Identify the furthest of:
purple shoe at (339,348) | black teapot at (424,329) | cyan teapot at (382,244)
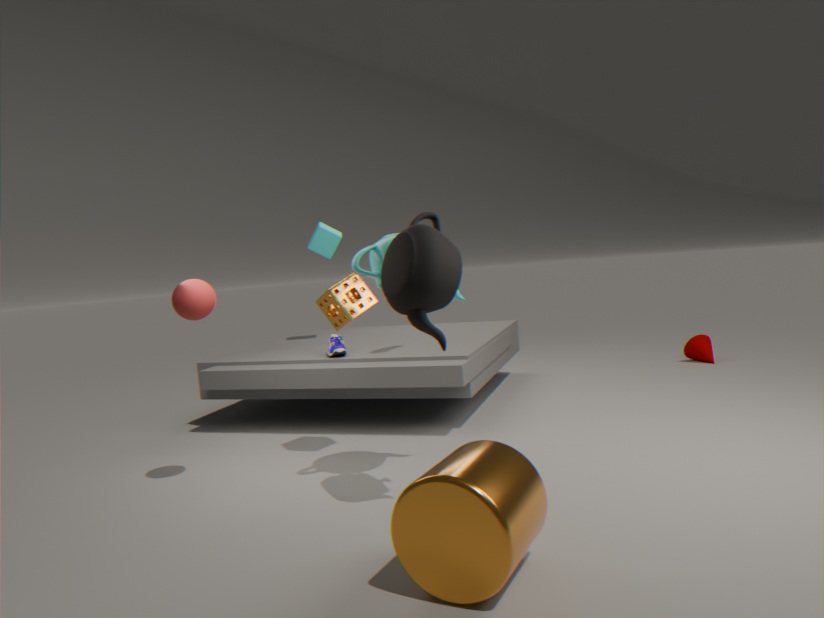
purple shoe at (339,348)
